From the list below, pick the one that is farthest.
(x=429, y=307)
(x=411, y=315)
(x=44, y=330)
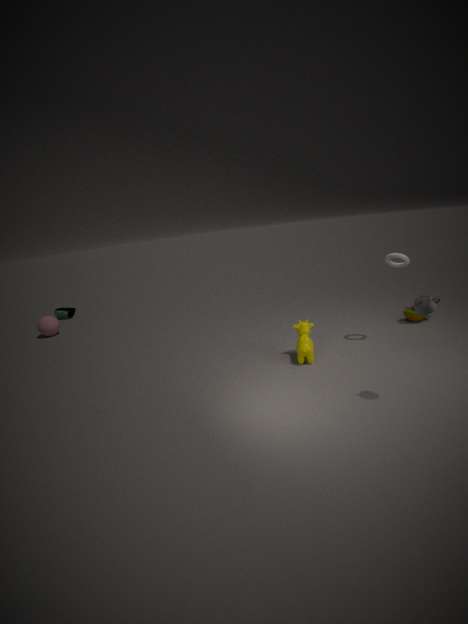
Result: (x=44, y=330)
